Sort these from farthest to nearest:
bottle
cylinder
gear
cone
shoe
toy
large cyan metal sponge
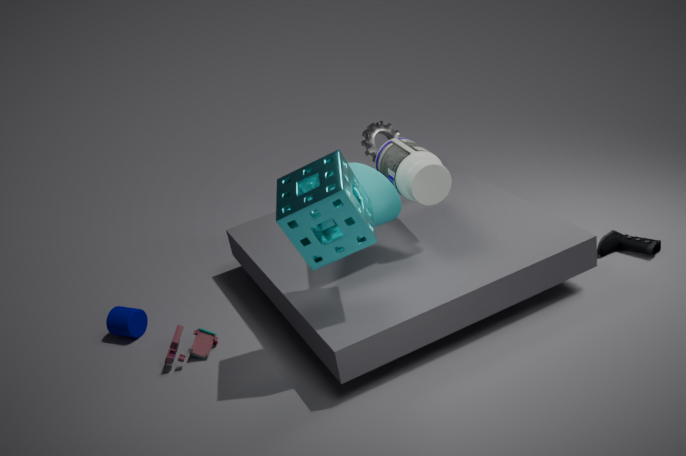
gear → cylinder → shoe → toy → bottle → cone → large cyan metal sponge
